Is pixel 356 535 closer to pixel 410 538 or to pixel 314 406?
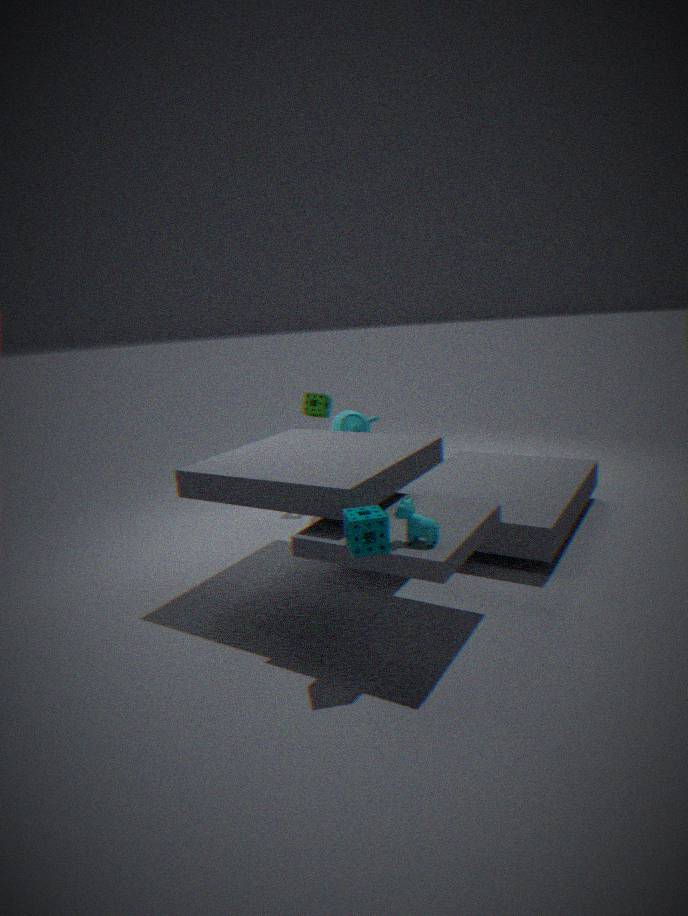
pixel 410 538
